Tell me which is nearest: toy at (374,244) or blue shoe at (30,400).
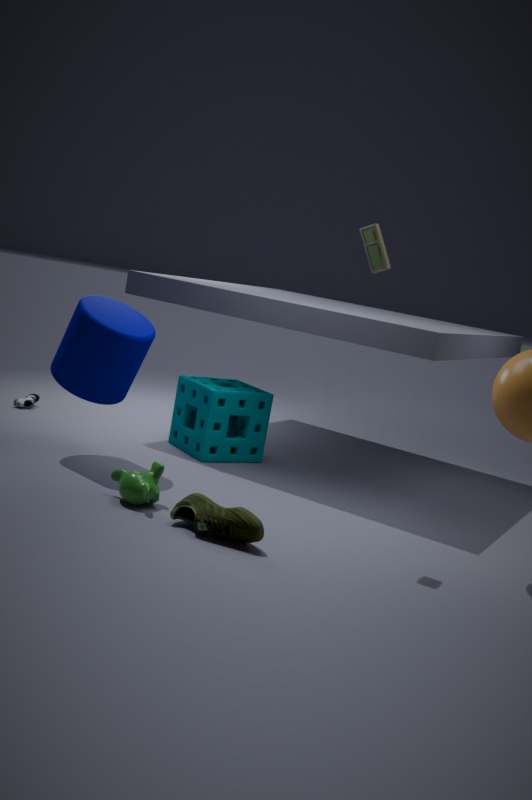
toy at (374,244)
